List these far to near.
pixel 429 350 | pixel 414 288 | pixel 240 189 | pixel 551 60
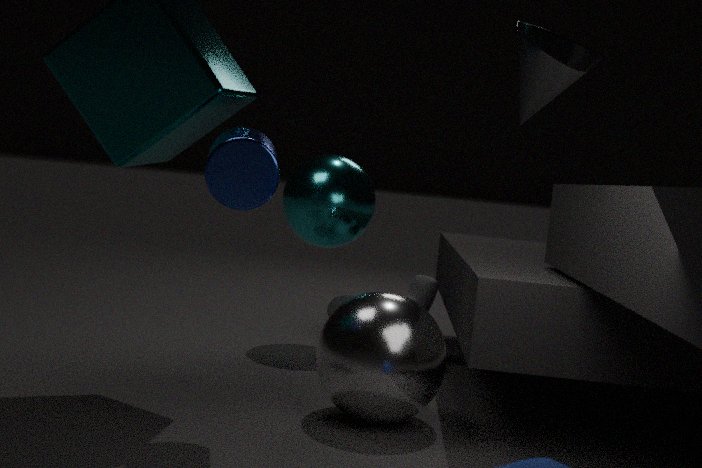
pixel 414 288, pixel 429 350, pixel 240 189, pixel 551 60
